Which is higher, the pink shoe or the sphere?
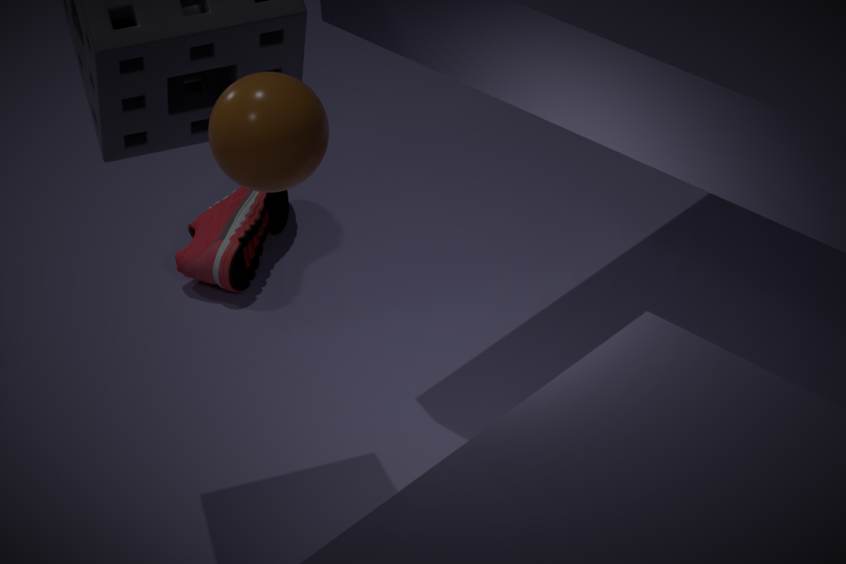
the sphere
